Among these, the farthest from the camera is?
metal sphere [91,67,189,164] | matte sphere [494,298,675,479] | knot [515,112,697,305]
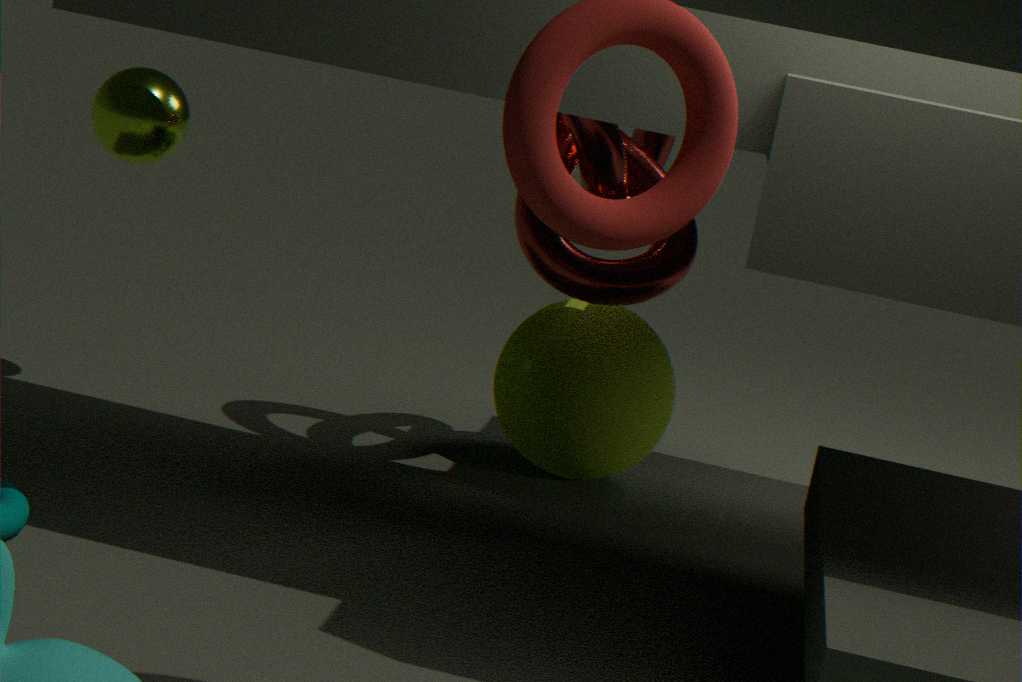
matte sphere [494,298,675,479]
